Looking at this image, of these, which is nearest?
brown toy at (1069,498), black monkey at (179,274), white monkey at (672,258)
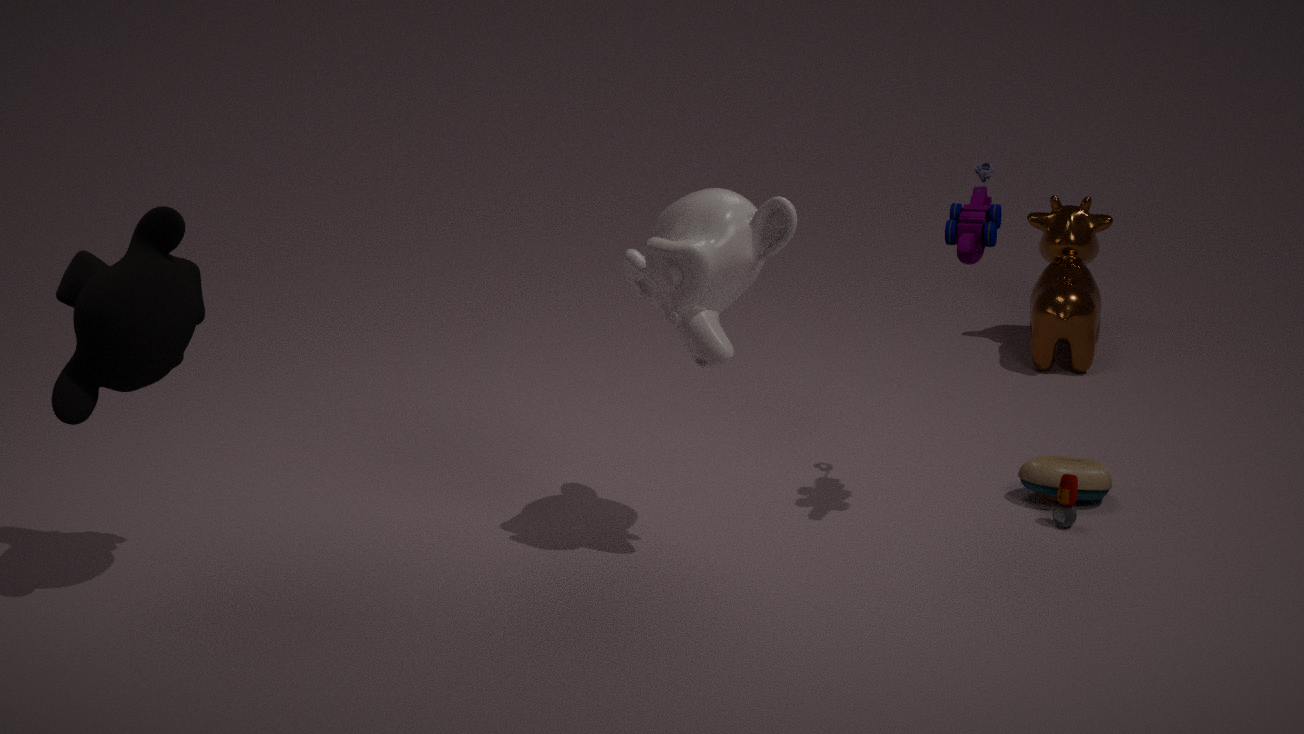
black monkey at (179,274)
